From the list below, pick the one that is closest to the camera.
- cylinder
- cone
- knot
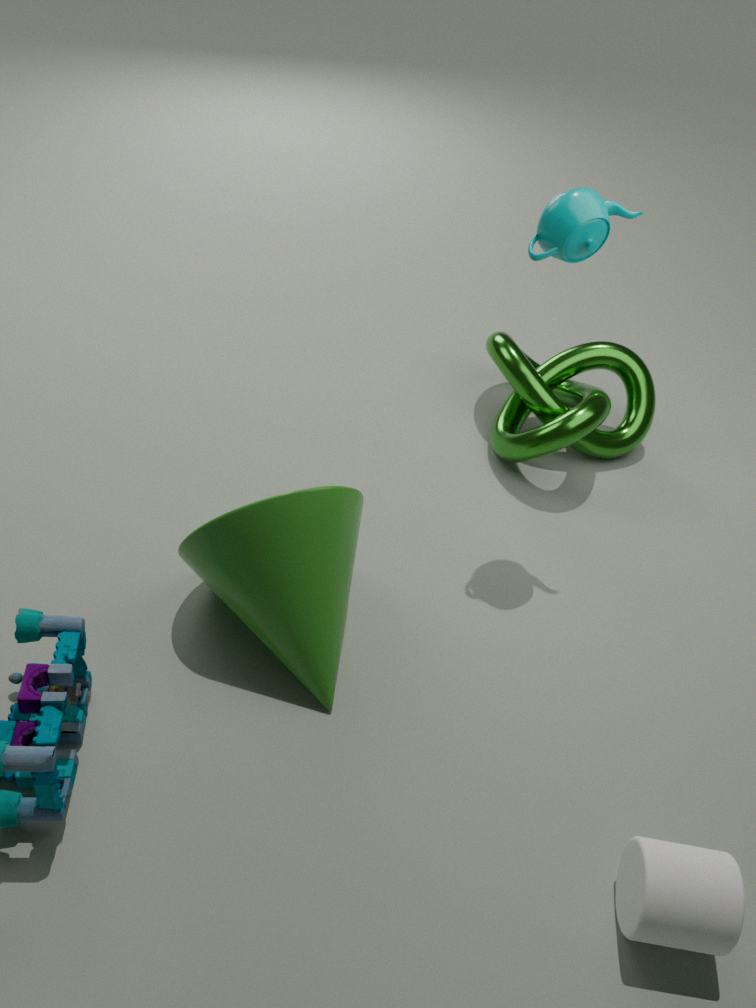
cylinder
